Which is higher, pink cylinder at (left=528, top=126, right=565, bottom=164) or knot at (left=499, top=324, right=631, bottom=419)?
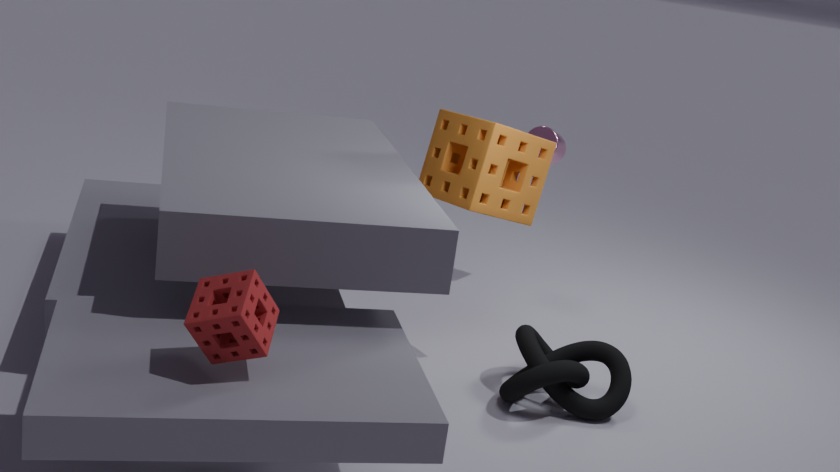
pink cylinder at (left=528, top=126, right=565, bottom=164)
